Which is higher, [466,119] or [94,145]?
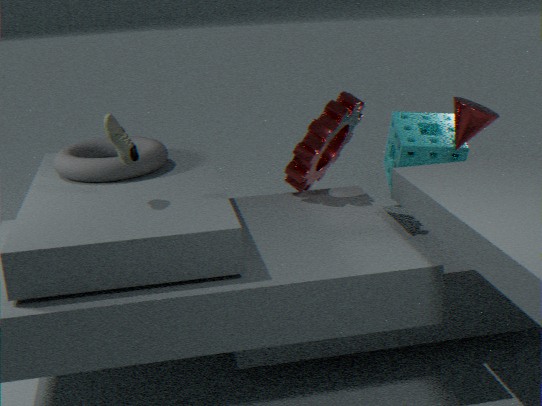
[466,119]
